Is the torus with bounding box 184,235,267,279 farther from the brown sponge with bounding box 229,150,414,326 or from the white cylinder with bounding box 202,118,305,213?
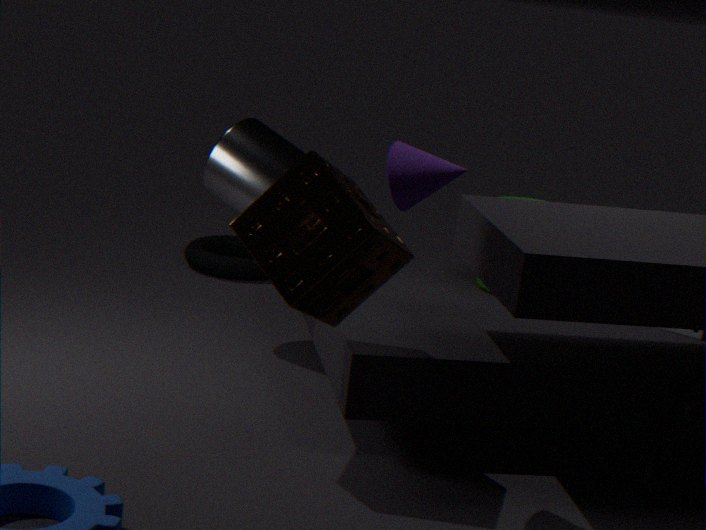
the brown sponge with bounding box 229,150,414,326
